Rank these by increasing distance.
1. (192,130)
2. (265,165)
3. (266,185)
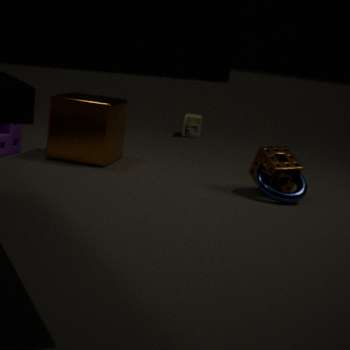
(266,185) < (265,165) < (192,130)
